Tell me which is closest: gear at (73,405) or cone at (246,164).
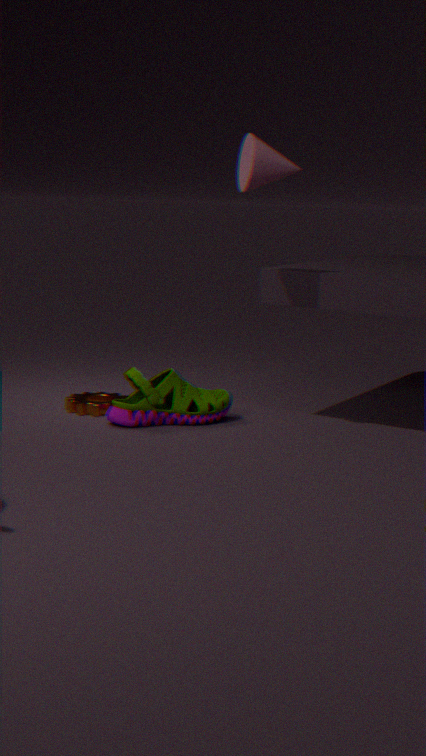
cone at (246,164)
